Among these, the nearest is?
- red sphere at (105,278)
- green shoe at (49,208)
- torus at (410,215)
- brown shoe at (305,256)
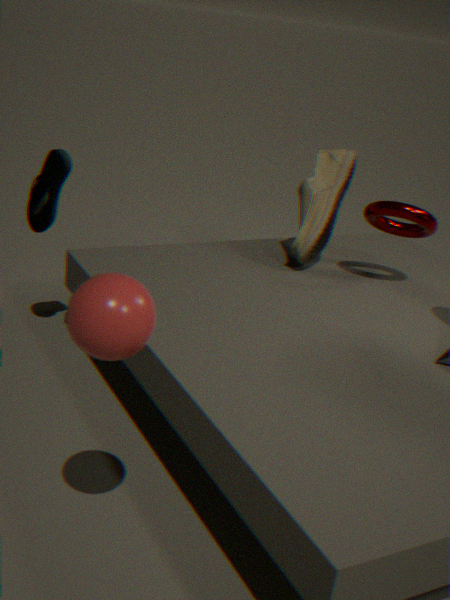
red sphere at (105,278)
